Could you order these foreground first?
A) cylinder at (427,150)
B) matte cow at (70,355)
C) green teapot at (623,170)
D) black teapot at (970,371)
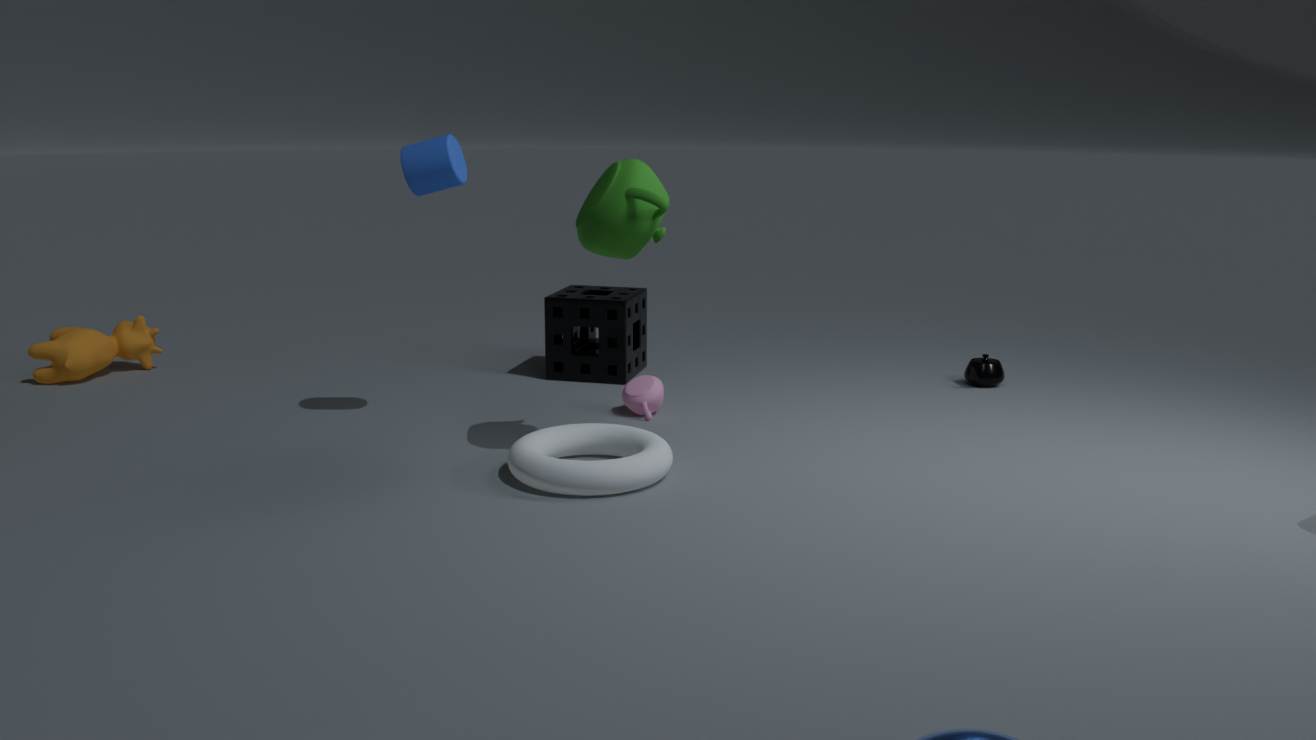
1. green teapot at (623,170)
2. cylinder at (427,150)
3. matte cow at (70,355)
4. black teapot at (970,371)
